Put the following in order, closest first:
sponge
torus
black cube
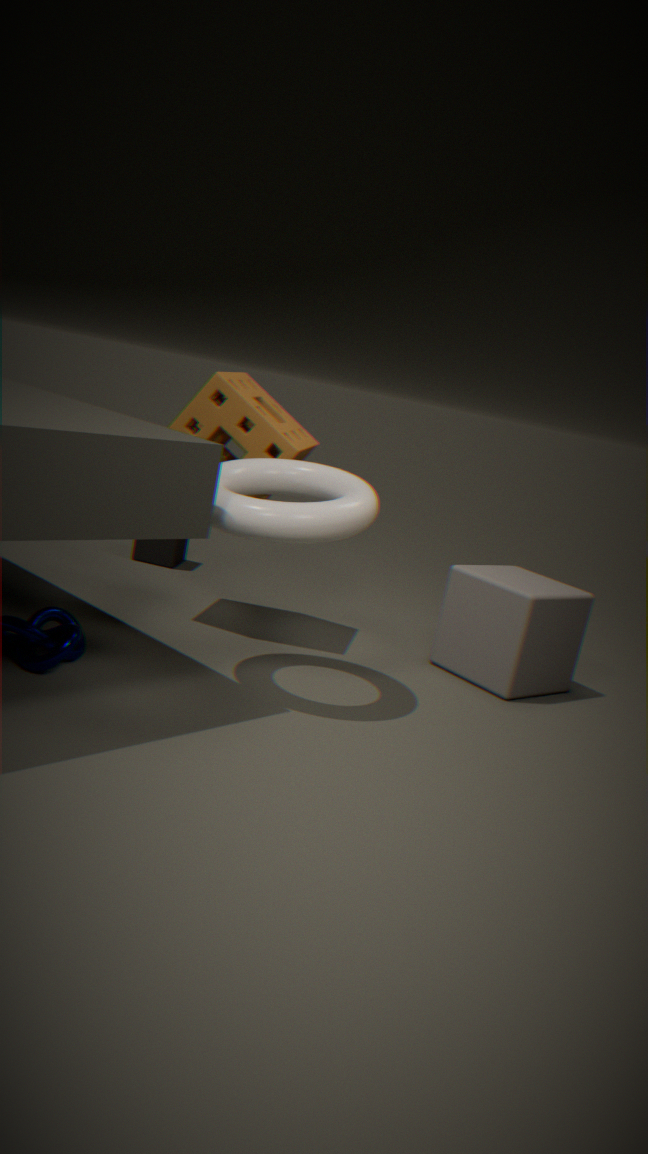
torus < sponge < black cube
